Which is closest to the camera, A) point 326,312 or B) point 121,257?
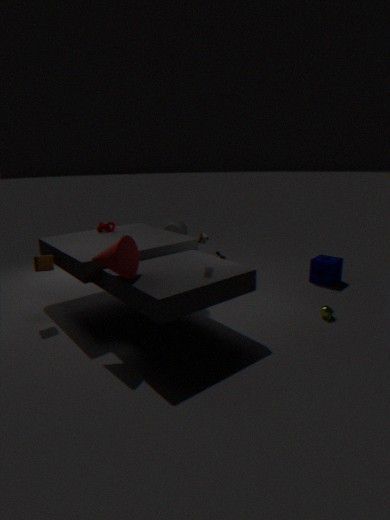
B. point 121,257
